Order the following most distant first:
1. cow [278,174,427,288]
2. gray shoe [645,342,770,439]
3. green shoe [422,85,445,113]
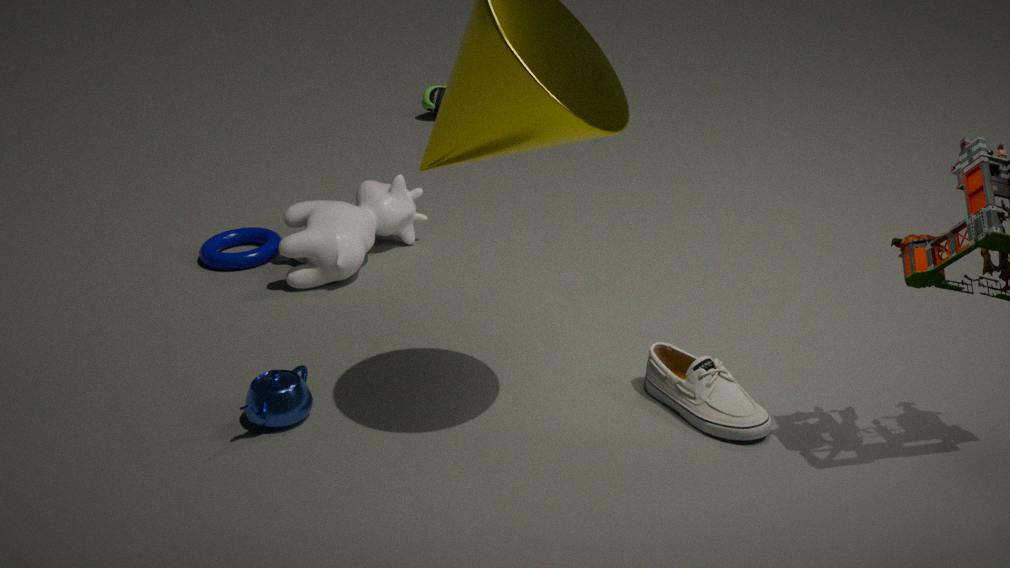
1. green shoe [422,85,445,113]
2. cow [278,174,427,288]
3. gray shoe [645,342,770,439]
